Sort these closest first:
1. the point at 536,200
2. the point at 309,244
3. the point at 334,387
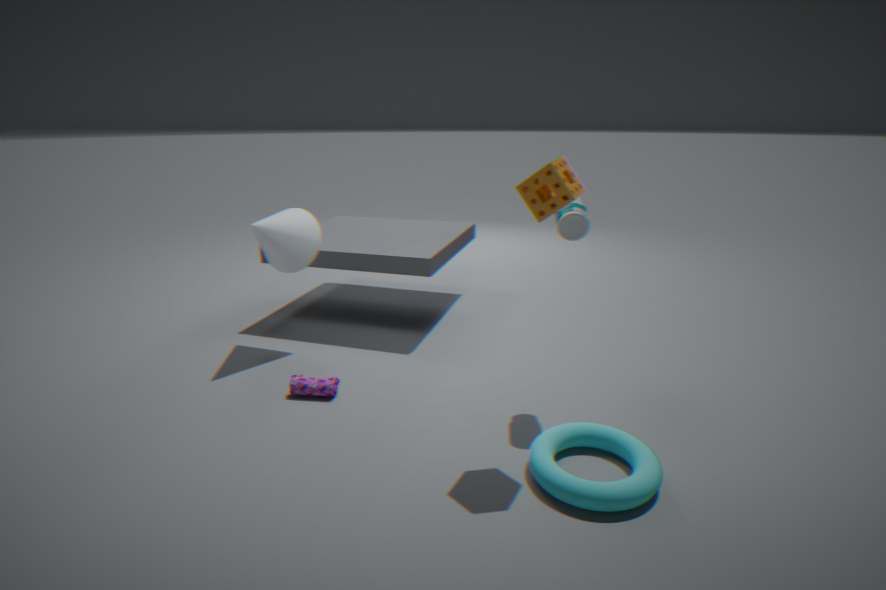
the point at 536,200, the point at 334,387, the point at 309,244
